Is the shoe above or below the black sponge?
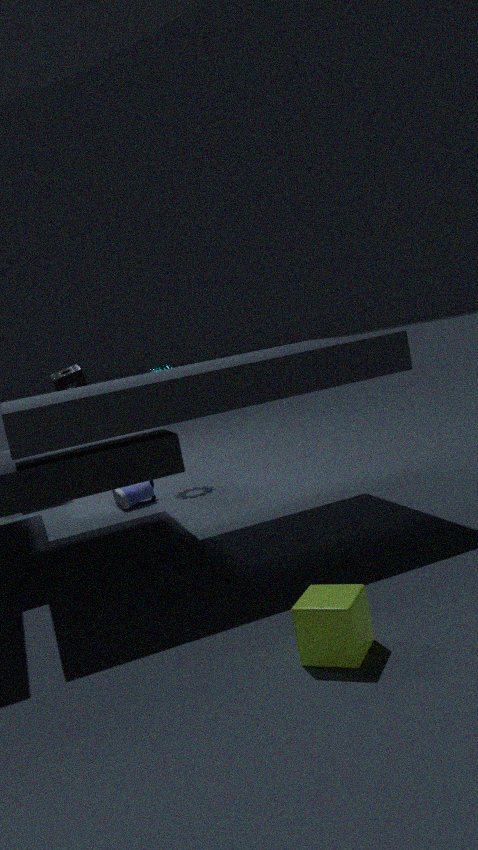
below
